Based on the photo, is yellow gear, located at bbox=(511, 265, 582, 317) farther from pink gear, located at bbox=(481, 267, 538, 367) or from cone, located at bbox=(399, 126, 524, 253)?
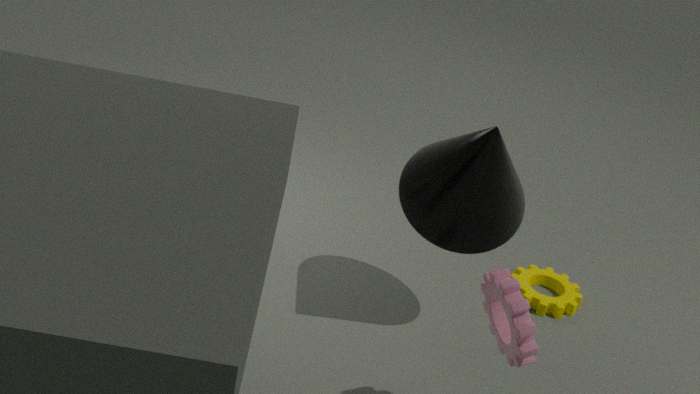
pink gear, located at bbox=(481, 267, 538, 367)
